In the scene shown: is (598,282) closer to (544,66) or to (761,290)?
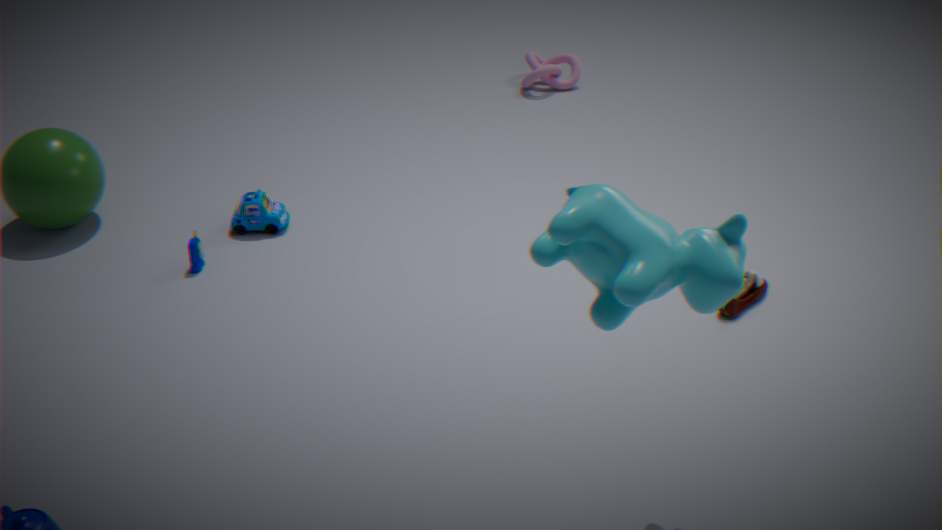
(761,290)
